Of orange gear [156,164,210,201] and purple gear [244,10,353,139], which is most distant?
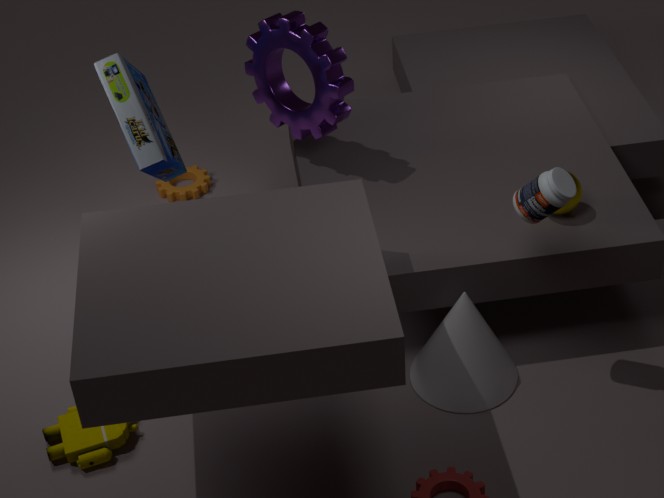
orange gear [156,164,210,201]
